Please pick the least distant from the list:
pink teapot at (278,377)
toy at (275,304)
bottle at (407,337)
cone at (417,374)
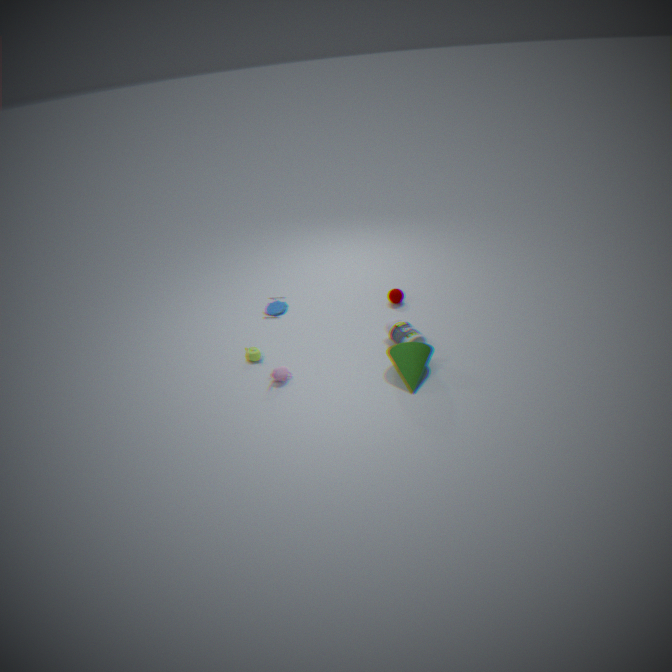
cone at (417,374)
